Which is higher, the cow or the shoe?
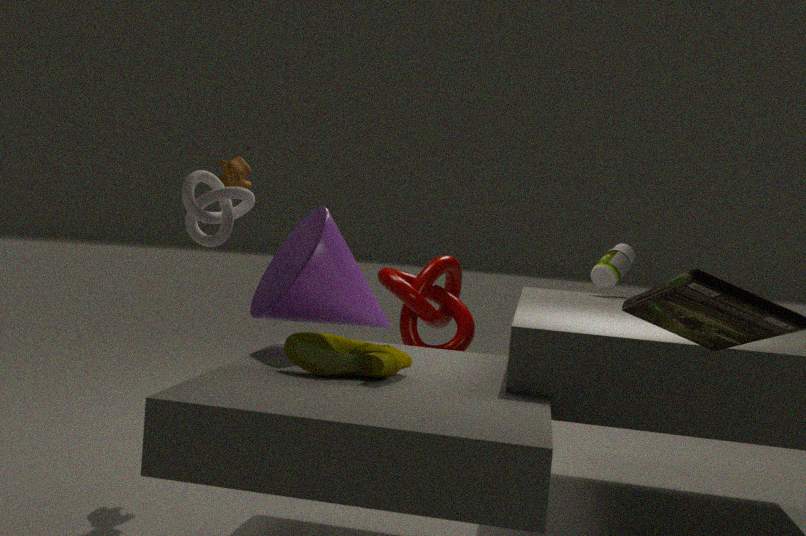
the cow
